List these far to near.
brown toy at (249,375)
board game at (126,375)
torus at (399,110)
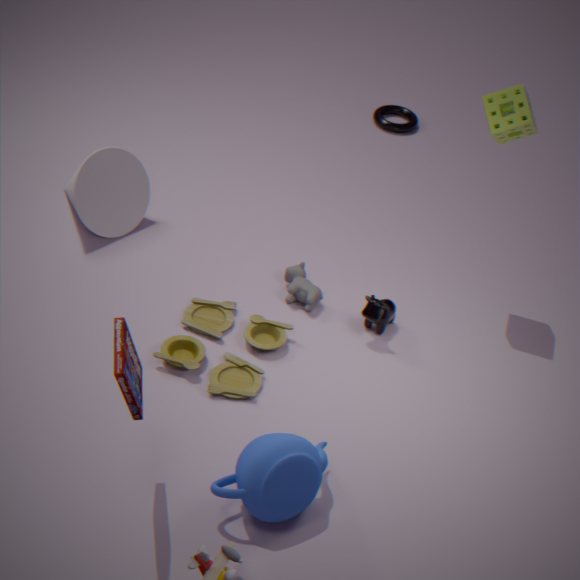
torus at (399,110) < brown toy at (249,375) < board game at (126,375)
